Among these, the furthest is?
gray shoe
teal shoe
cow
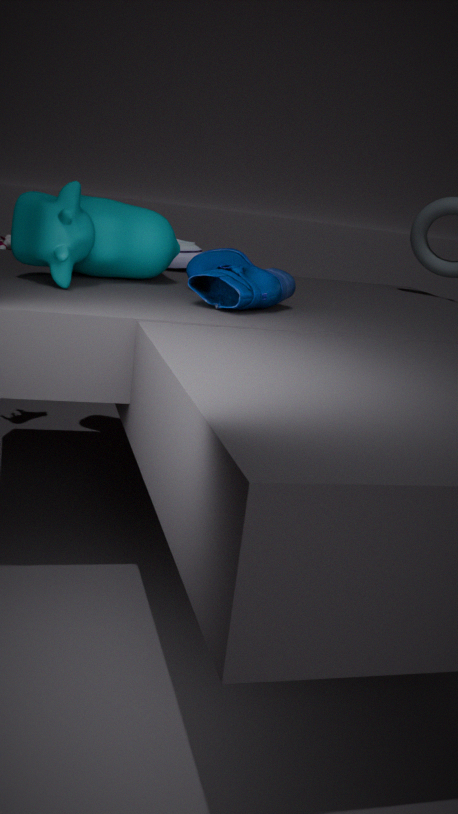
gray shoe
